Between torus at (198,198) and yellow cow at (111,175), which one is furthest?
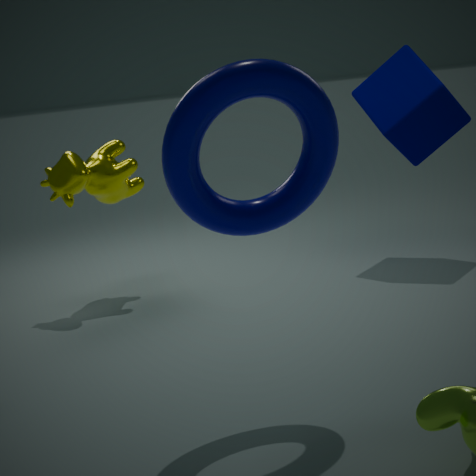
yellow cow at (111,175)
